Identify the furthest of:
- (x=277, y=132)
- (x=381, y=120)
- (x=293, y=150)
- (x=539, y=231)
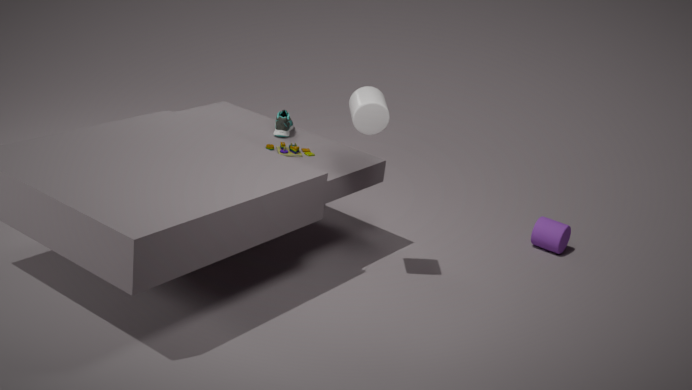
(x=539, y=231)
